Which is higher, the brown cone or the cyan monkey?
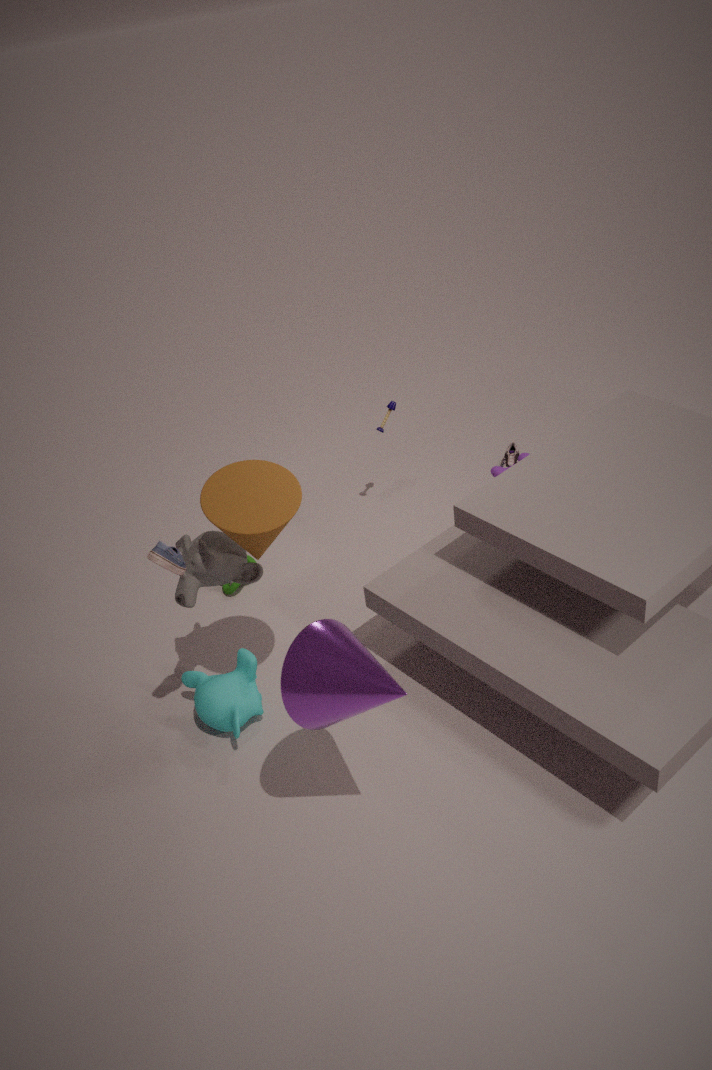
the brown cone
